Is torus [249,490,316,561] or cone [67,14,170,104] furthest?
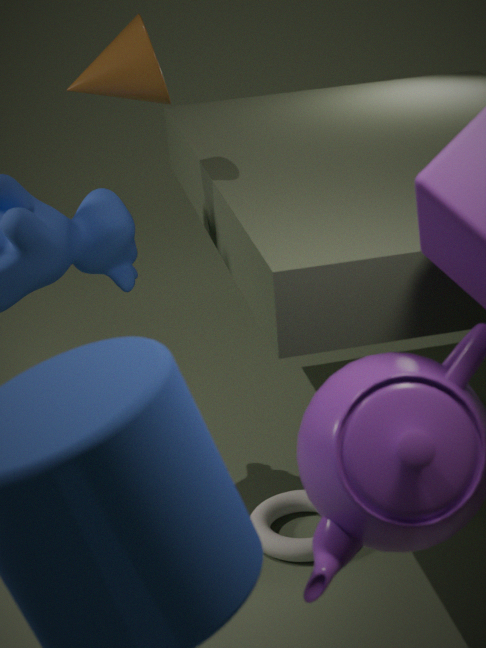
torus [249,490,316,561]
